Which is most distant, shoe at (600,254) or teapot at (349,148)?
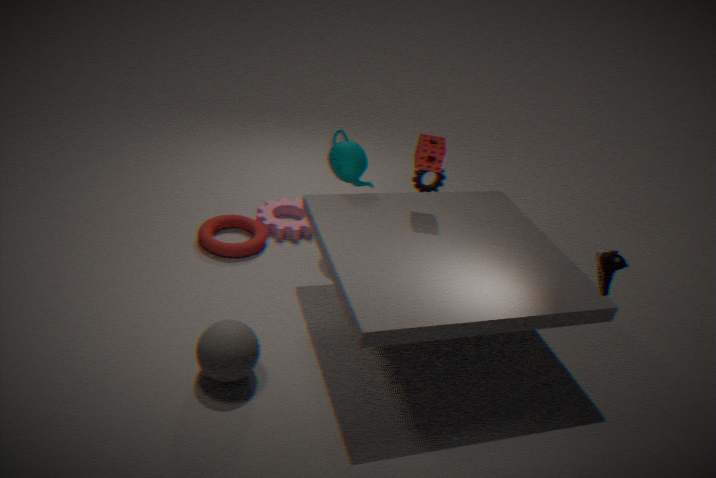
teapot at (349,148)
